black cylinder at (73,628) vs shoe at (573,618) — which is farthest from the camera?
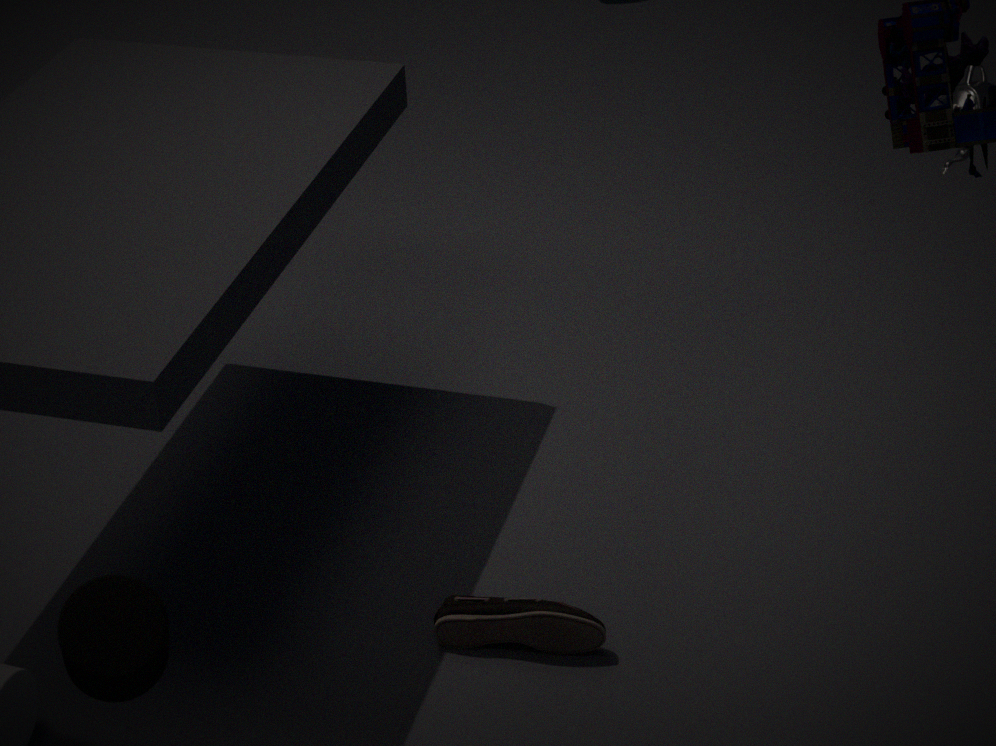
shoe at (573,618)
